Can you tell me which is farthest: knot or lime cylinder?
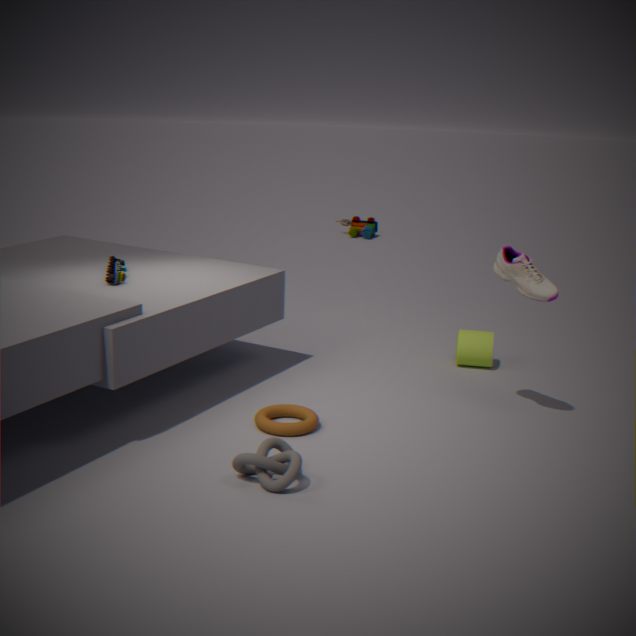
lime cylinder
